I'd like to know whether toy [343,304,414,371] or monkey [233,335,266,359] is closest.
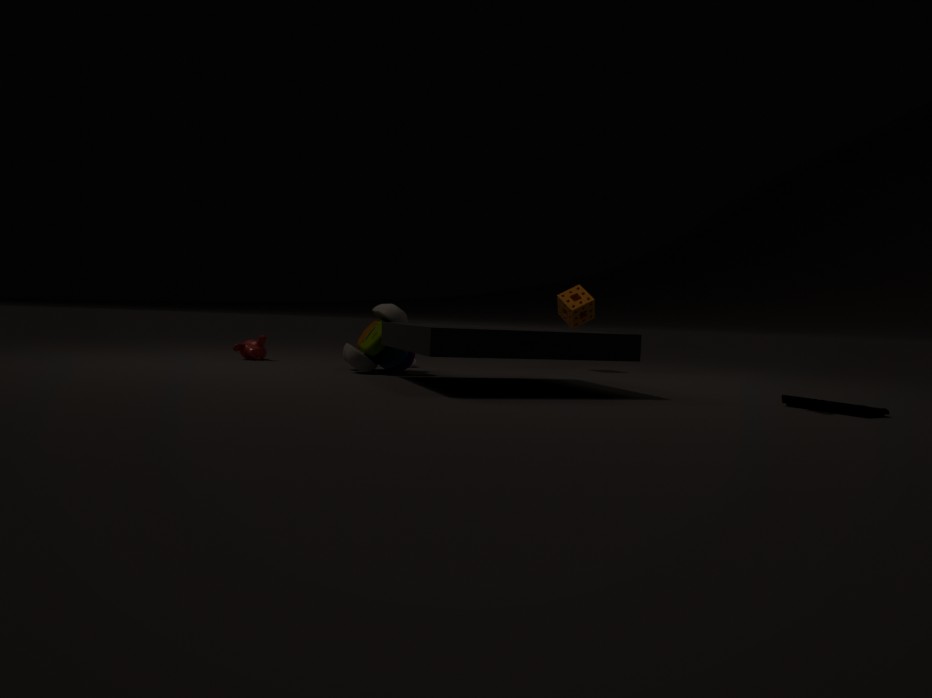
toy [343,304,414,371]
